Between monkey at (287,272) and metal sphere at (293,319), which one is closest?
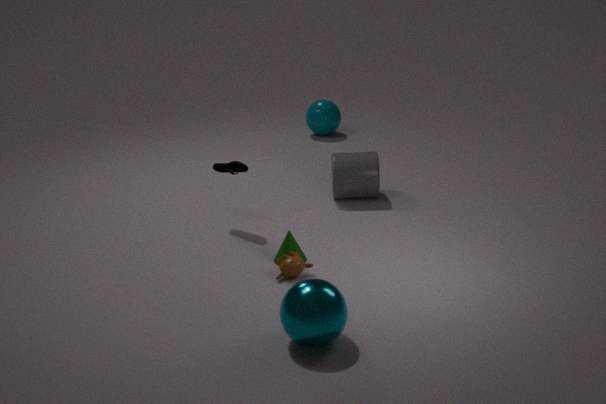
metal sphere at (293,319)
